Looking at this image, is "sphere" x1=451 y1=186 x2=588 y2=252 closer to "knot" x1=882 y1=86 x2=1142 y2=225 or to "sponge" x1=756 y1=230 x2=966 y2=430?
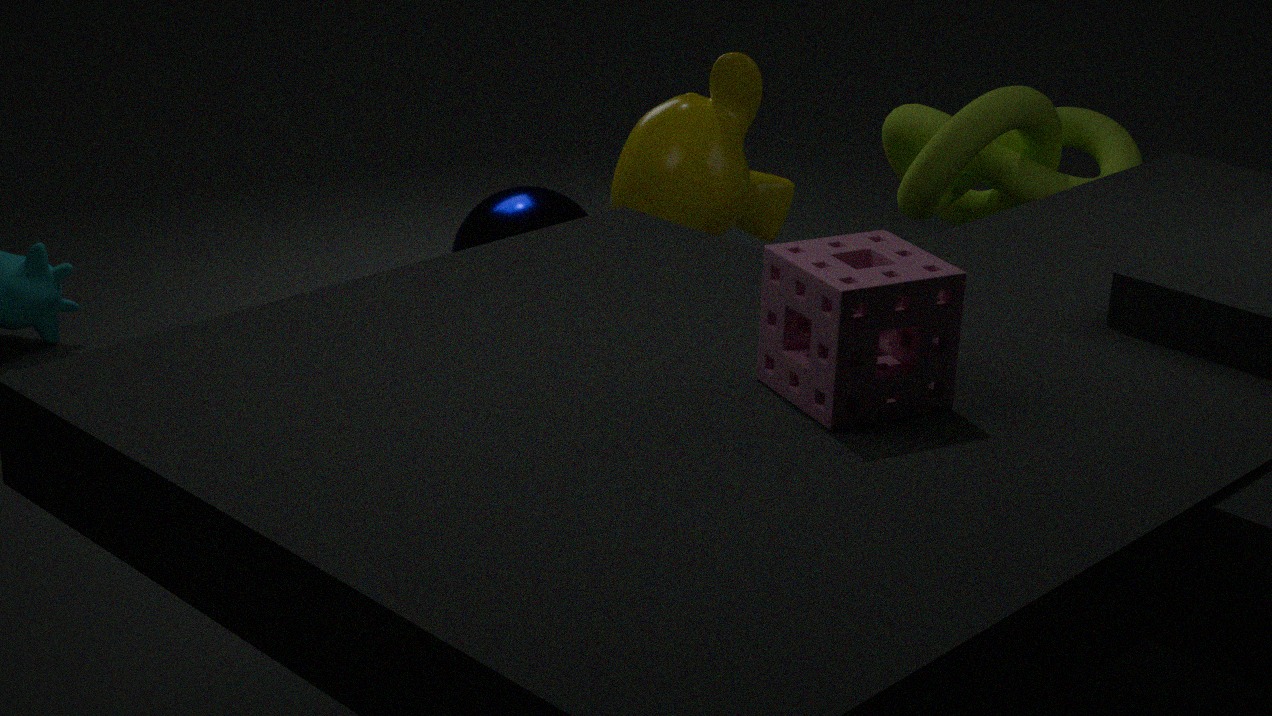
"knot" x1=882 y1=86 x2=1142 y2=225
